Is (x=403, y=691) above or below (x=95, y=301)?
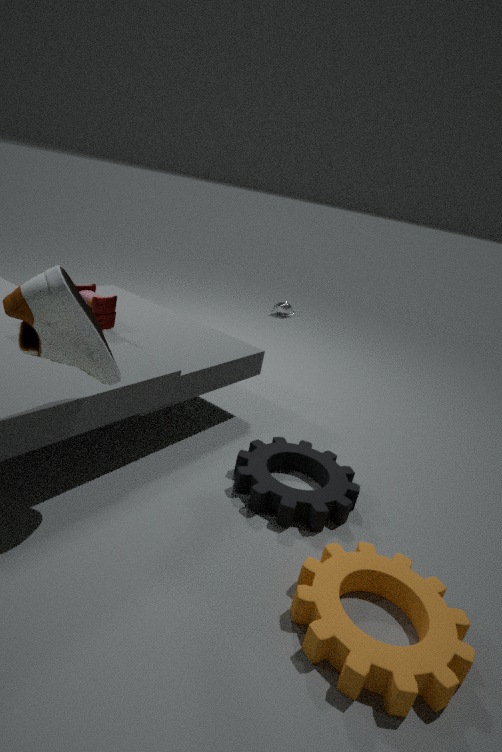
below
